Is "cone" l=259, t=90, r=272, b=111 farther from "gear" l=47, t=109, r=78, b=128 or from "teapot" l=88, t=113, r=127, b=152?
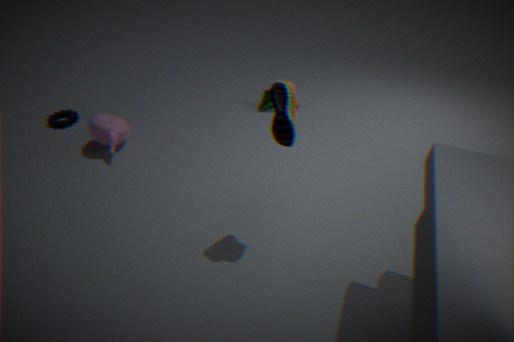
"gear" l=47, t=109, r=78, b=128
